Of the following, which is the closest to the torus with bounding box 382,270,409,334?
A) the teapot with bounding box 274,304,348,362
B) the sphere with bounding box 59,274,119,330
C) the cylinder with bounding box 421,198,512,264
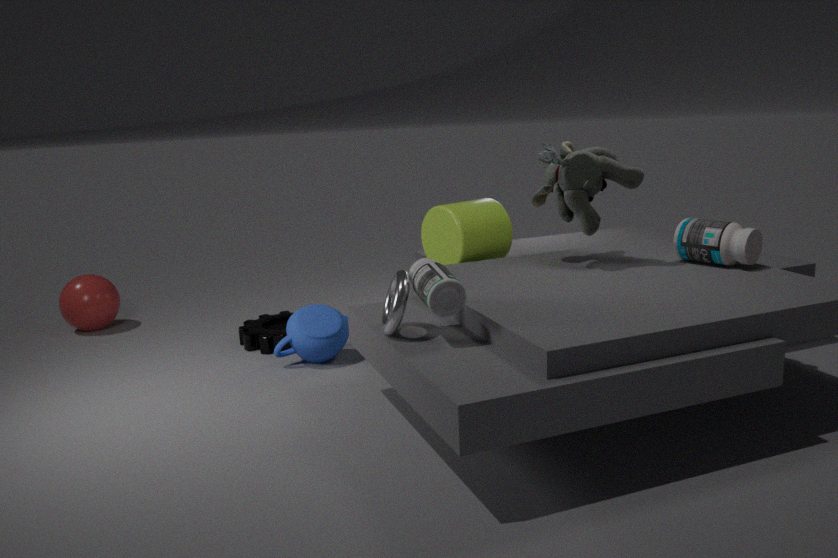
the cylinder with bounding box 421,198,512,264
